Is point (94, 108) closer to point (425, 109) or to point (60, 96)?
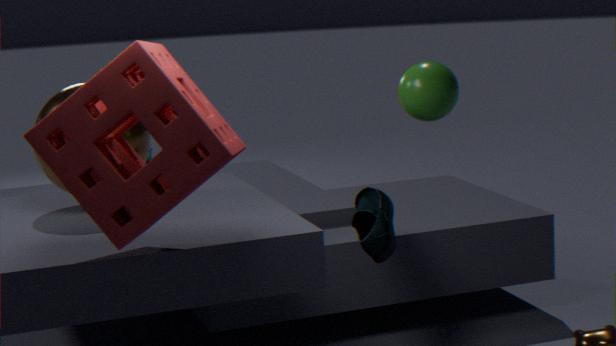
point (60, 96)
